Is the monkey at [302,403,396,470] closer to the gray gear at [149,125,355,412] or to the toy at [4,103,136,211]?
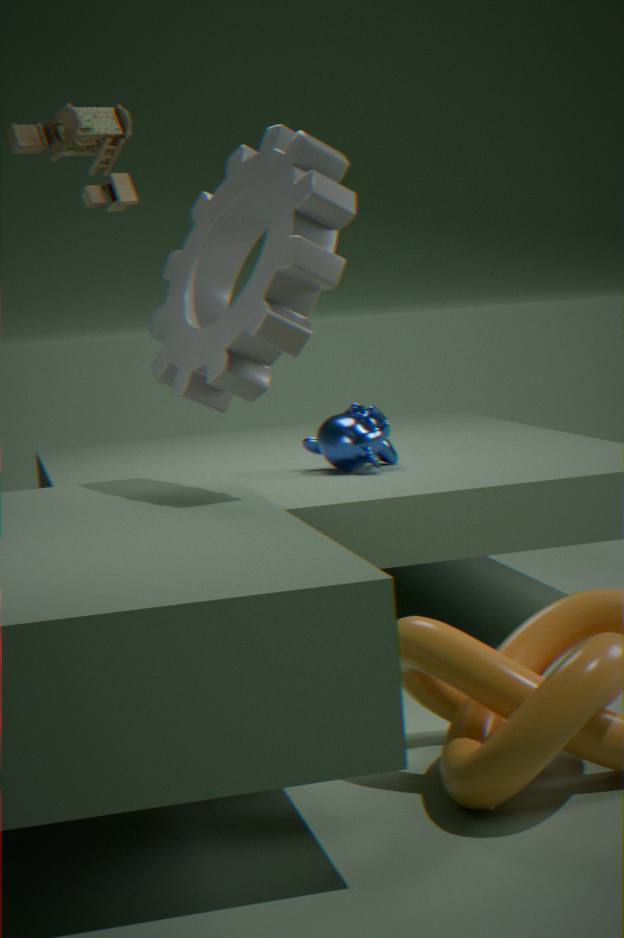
the gray gear at [149,125,355,412]
